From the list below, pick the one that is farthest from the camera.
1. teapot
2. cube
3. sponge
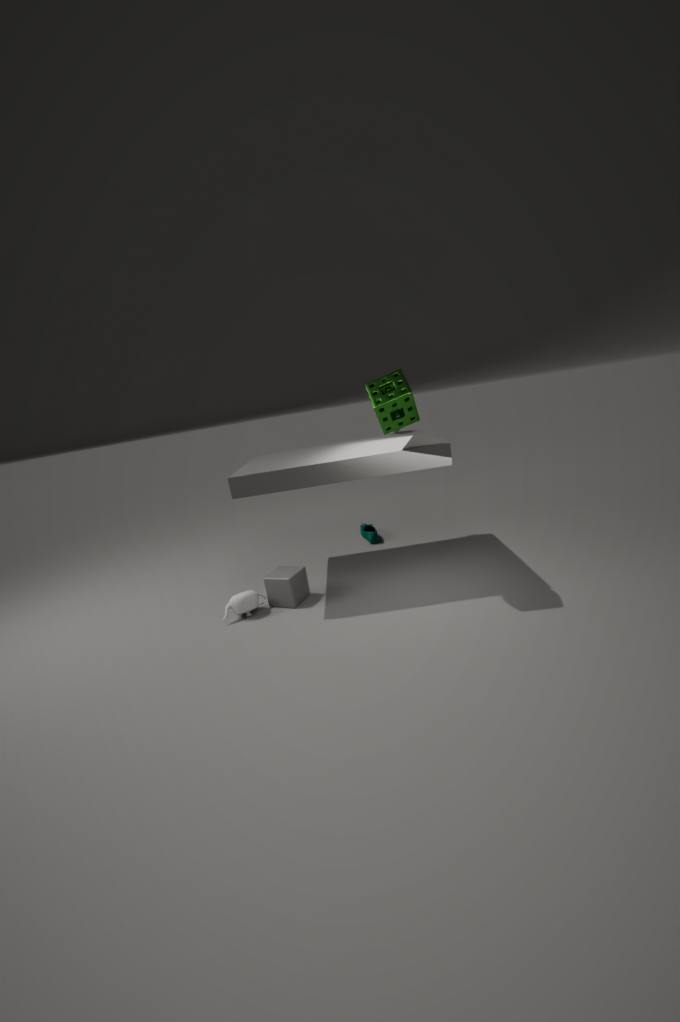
cube
